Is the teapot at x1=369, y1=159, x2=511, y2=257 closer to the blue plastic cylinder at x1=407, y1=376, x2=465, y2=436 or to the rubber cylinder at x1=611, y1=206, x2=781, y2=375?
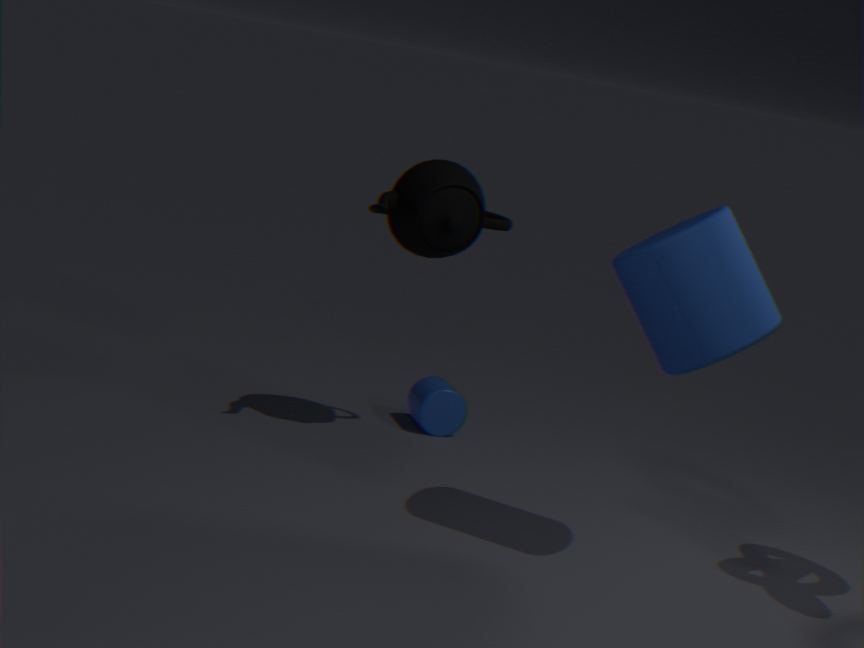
the blue plastic cylinder at x1=407, y1=376, x2=465, y2=436
